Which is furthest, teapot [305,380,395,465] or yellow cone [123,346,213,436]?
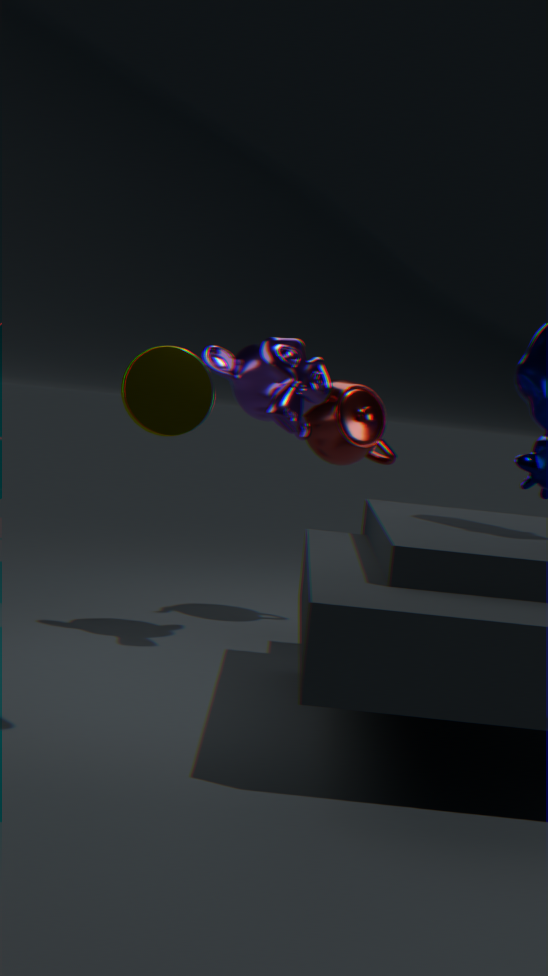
teapot [305,380,395,465]
